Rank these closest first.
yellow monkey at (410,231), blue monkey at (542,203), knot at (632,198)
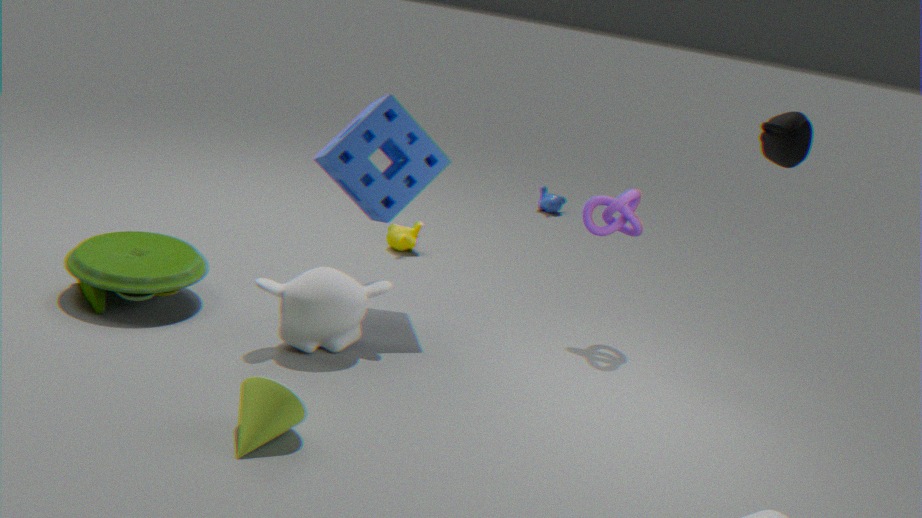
knot at (632,198) → yellow monkey at (410,231) → blue monkey at (542,203)
